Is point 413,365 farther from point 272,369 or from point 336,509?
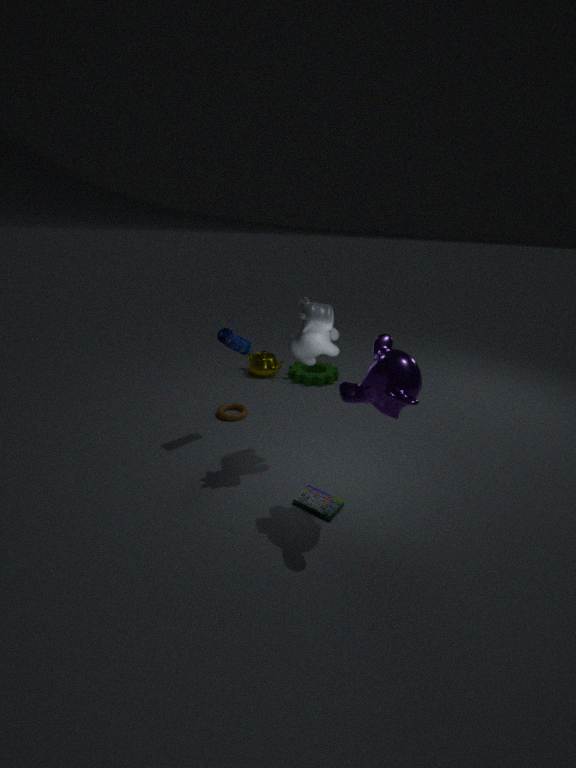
point 272,369
